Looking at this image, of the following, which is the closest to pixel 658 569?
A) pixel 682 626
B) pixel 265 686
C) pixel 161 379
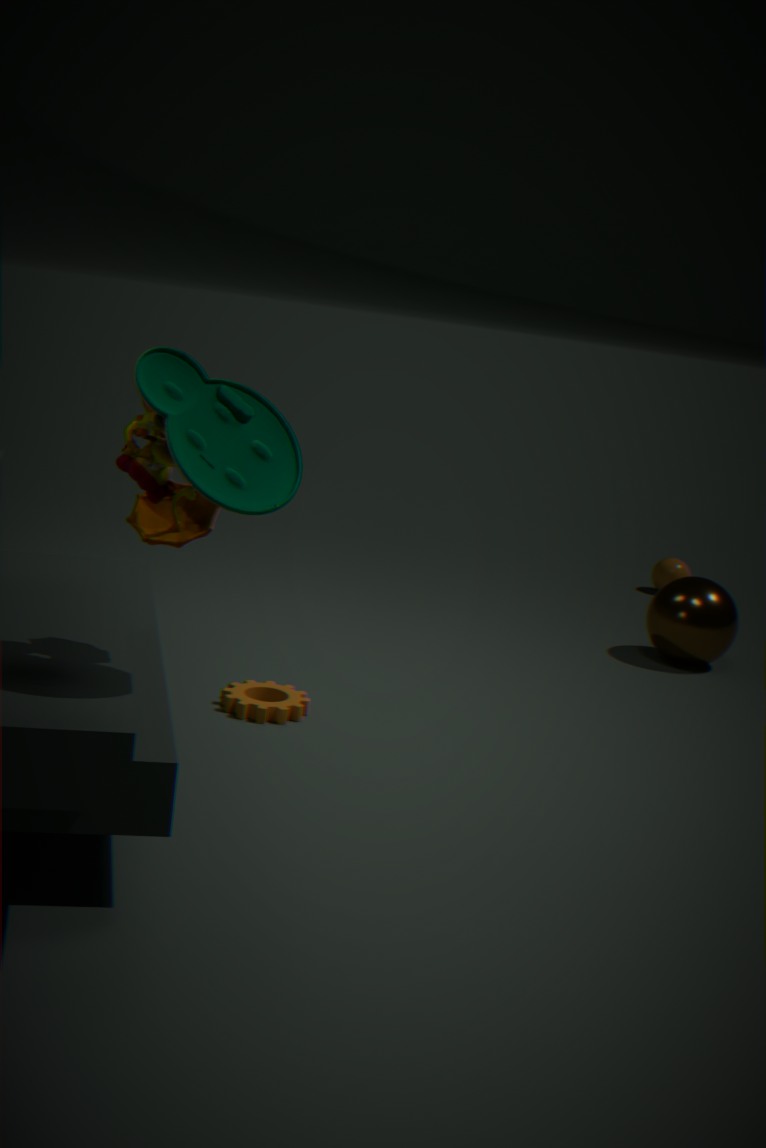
pixel 682 626
